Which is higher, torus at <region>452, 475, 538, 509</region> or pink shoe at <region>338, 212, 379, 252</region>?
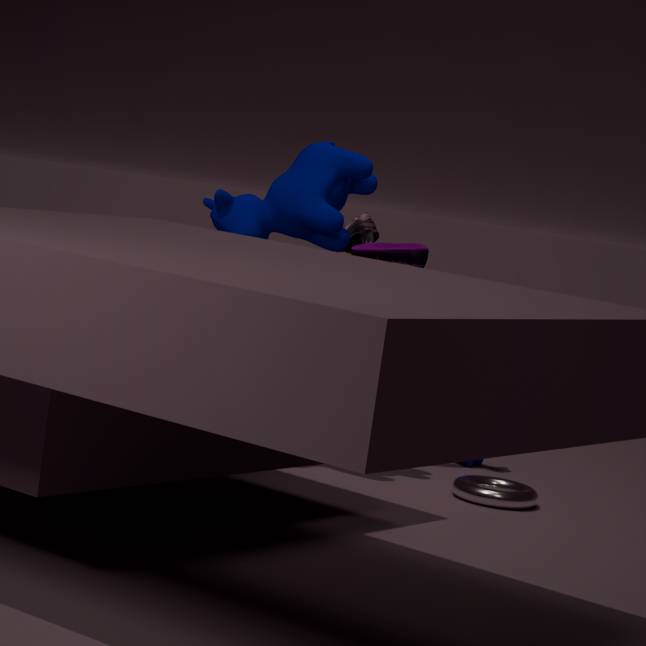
pink shoe at <region>338, 212, 379, 252</region>
